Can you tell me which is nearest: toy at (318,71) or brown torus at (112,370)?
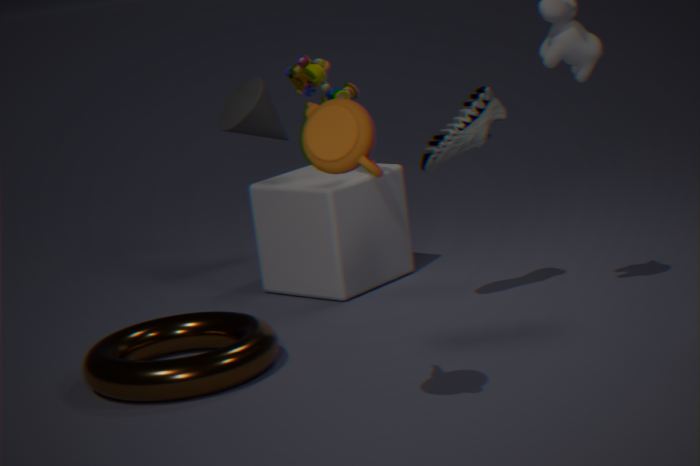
brown torus at (112,370)
